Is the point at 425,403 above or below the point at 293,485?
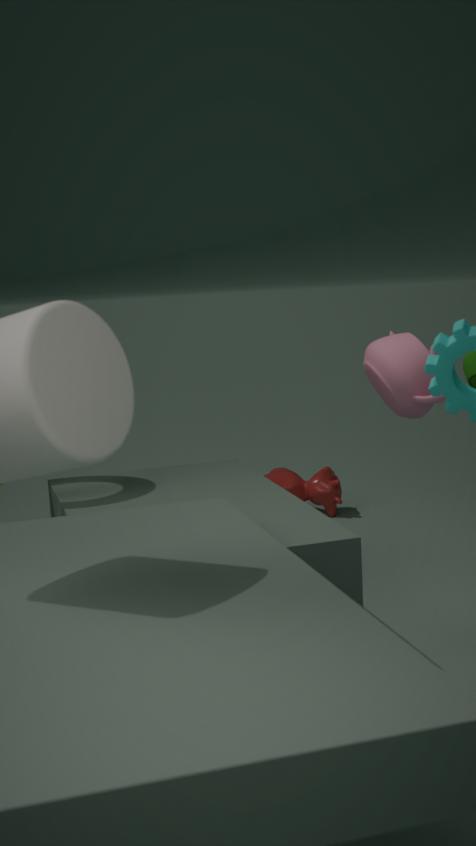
above
